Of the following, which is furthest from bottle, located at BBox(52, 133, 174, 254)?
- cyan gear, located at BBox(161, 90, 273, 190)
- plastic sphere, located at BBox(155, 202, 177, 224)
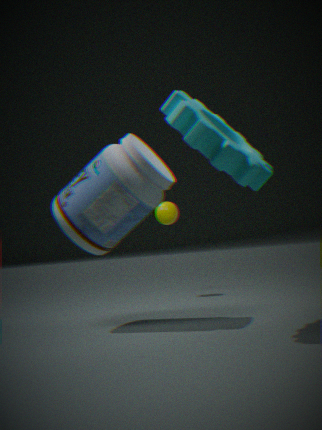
plastic sphere, located at BBox(155, 202, 177, 224)
